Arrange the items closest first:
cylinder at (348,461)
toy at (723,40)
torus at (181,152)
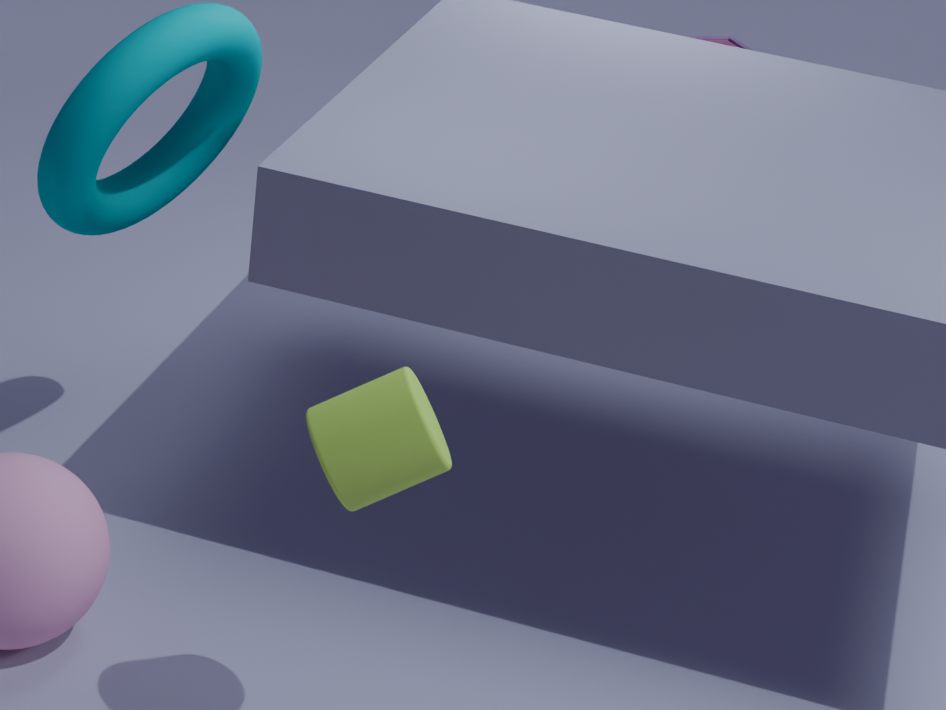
cylinder at (348,461) < torus at (181,152) < toy at (723,40)
